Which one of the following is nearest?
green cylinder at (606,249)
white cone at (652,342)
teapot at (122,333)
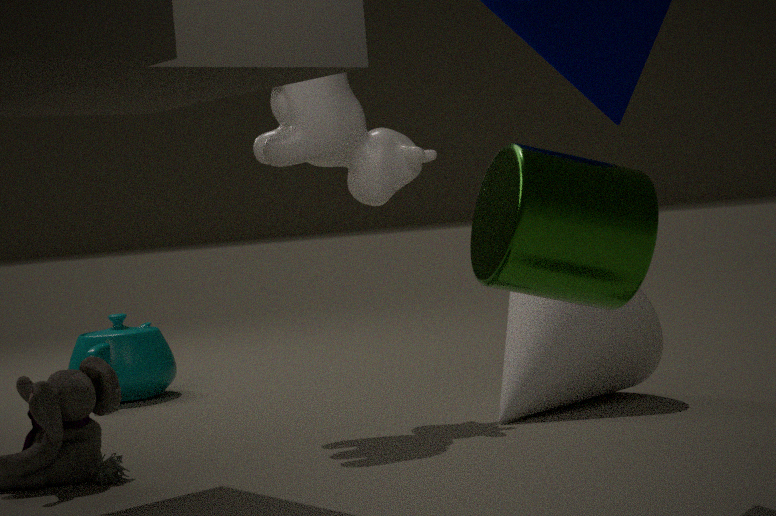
green cylinder at (606,249)
